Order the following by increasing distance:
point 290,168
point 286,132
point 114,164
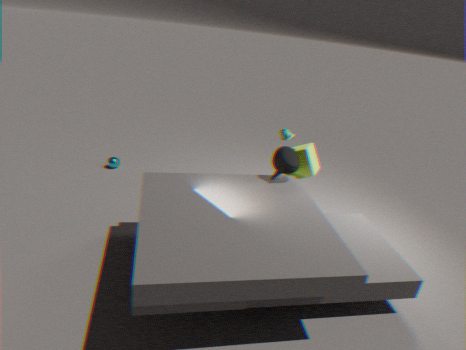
point 290,168 → point 286,132 → point 114,164
